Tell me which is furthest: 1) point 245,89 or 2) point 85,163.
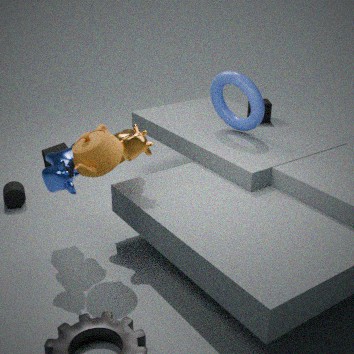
1. point 245,89
